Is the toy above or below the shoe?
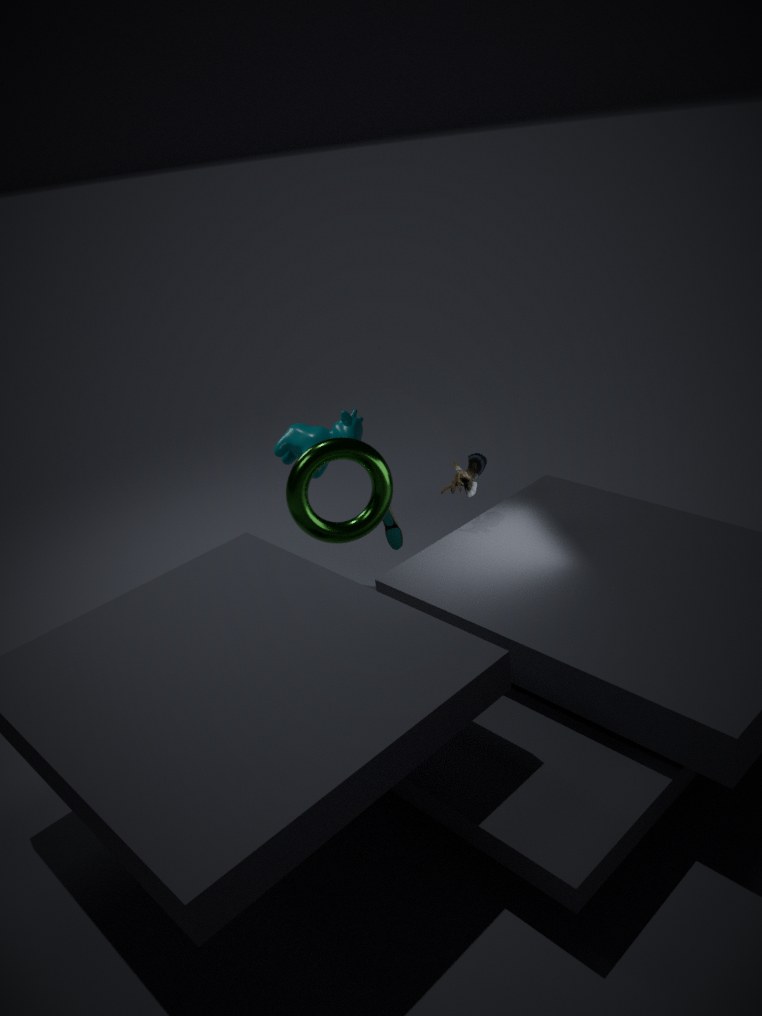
above
